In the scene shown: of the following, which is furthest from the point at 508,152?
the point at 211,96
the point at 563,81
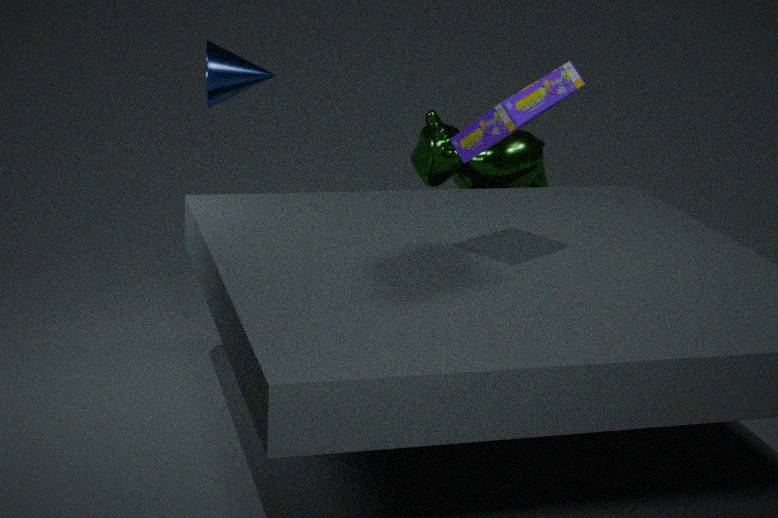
the point at 563,81
